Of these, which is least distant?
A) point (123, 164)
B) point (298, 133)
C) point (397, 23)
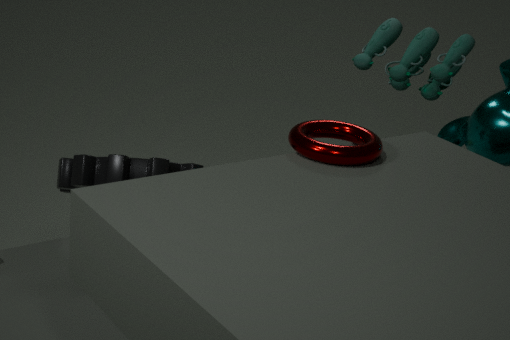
point (298, 133)
